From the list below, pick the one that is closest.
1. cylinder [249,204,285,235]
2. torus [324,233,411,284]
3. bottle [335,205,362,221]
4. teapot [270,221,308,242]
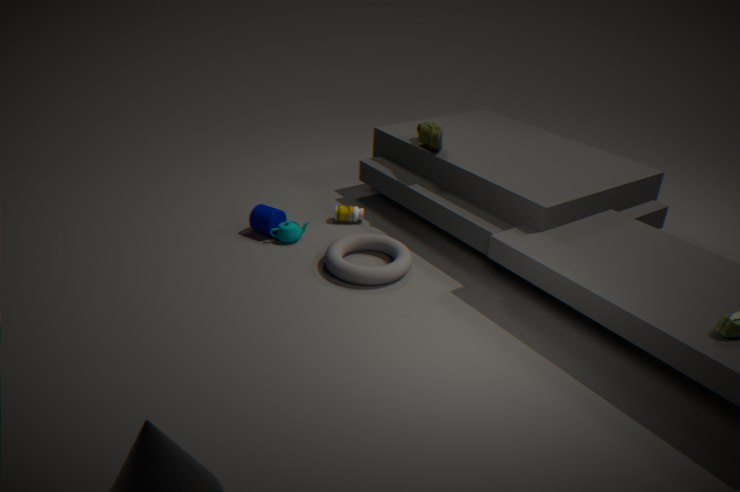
torus [324,233,411,284]
